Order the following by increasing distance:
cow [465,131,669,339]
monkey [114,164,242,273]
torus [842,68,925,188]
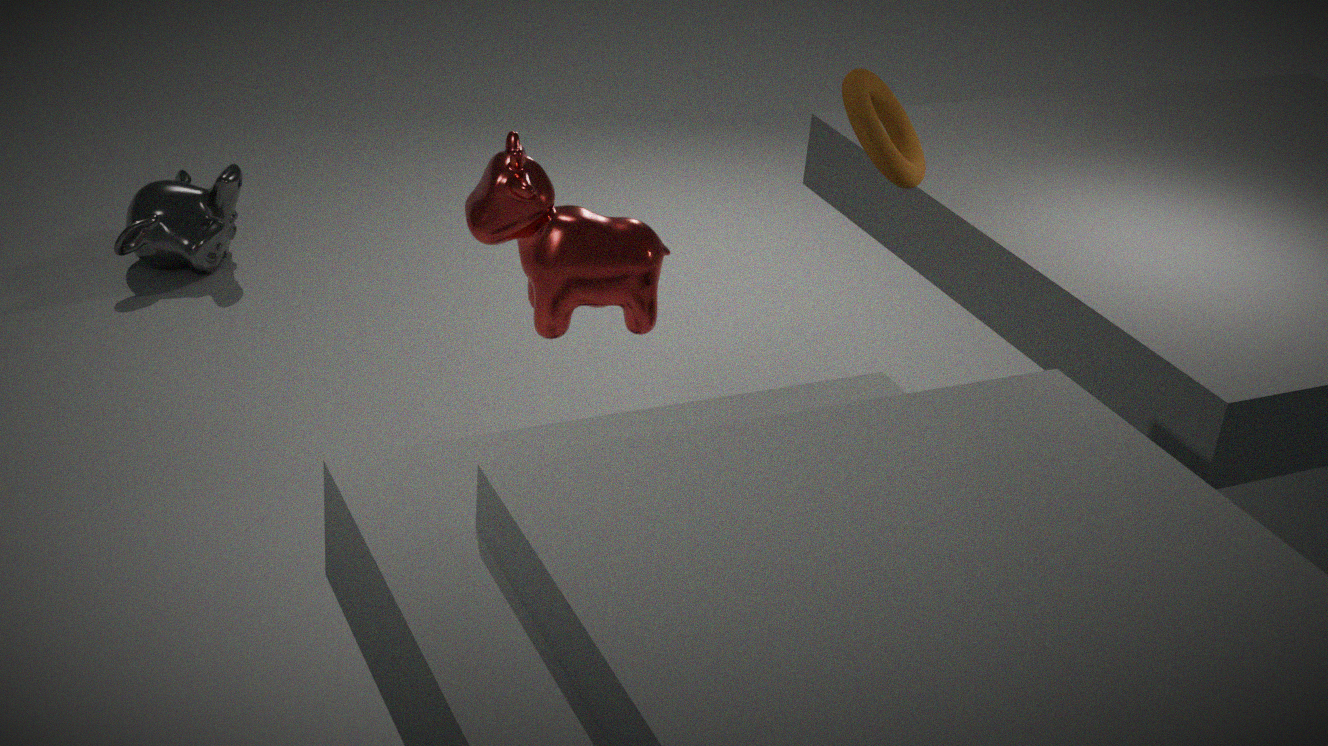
torus [842,68,925,188], cow [465,131,669,339], monkey [114,164,242,273]
